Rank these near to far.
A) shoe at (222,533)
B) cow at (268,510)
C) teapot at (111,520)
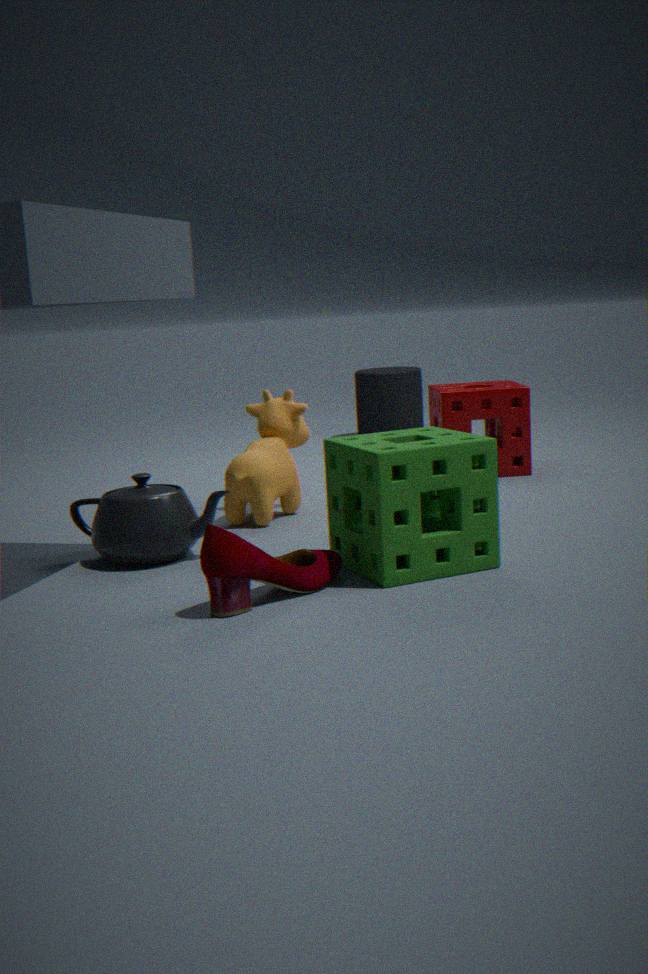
shoe at (222,533)
teapot at (111,520)
cow at (268,510)
